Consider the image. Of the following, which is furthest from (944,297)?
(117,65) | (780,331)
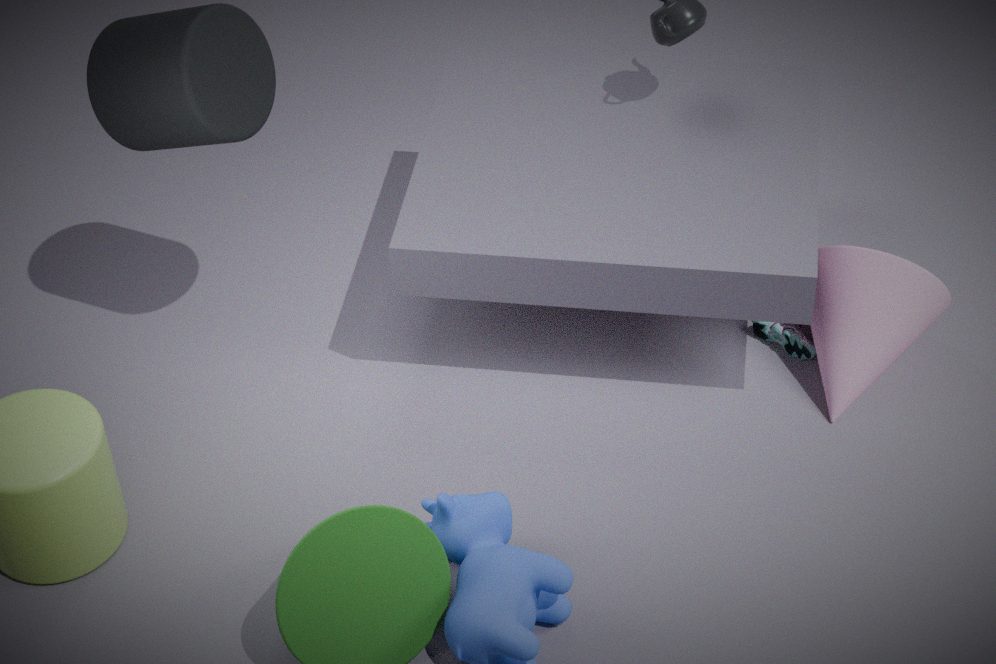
(117,65)
